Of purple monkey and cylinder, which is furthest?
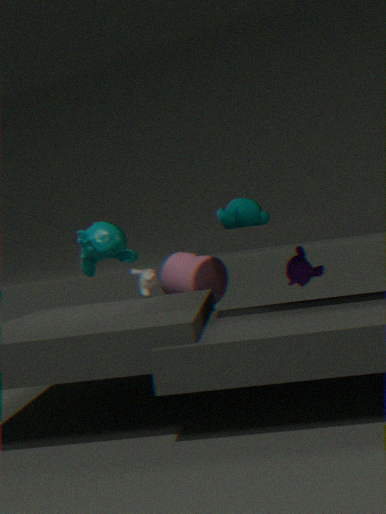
cylinder
